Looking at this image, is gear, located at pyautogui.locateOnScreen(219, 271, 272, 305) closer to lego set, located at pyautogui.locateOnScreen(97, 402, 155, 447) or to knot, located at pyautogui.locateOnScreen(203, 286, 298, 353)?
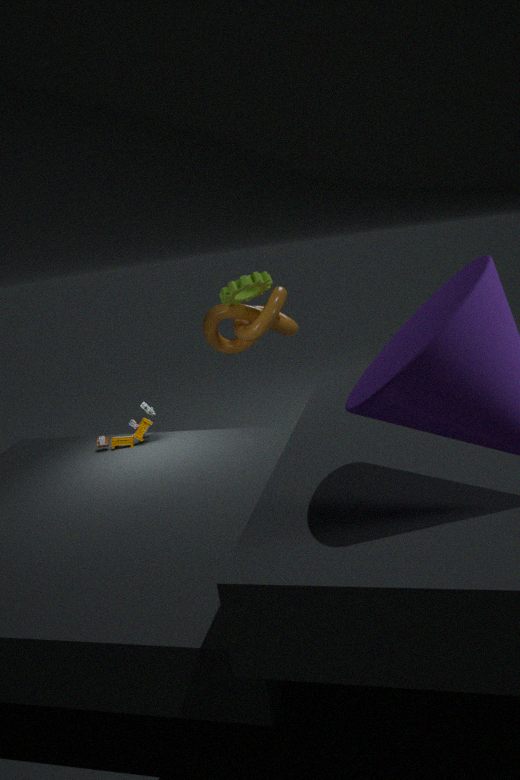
knot, located at pyautogui.locateOnScreen(203, 286, 298, 353)
